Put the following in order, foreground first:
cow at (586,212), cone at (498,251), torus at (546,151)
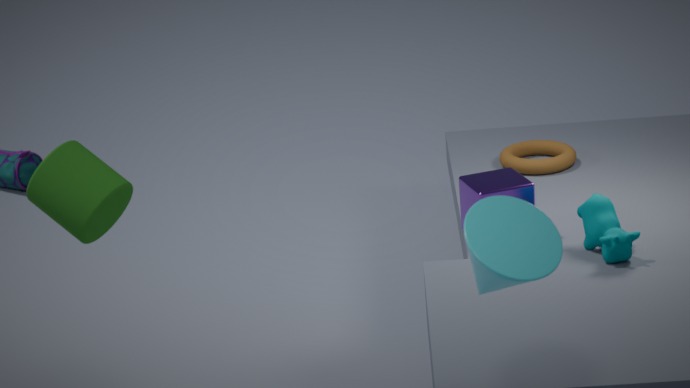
cone at (498,251) < cow at (586,212) < torus at (546,151)
